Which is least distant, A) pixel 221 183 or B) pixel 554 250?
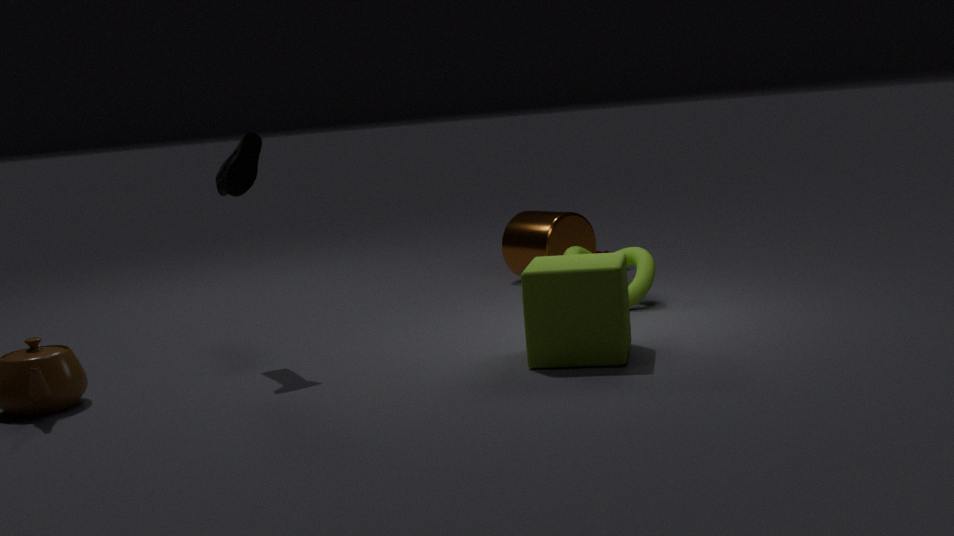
A. pixel 221 183
